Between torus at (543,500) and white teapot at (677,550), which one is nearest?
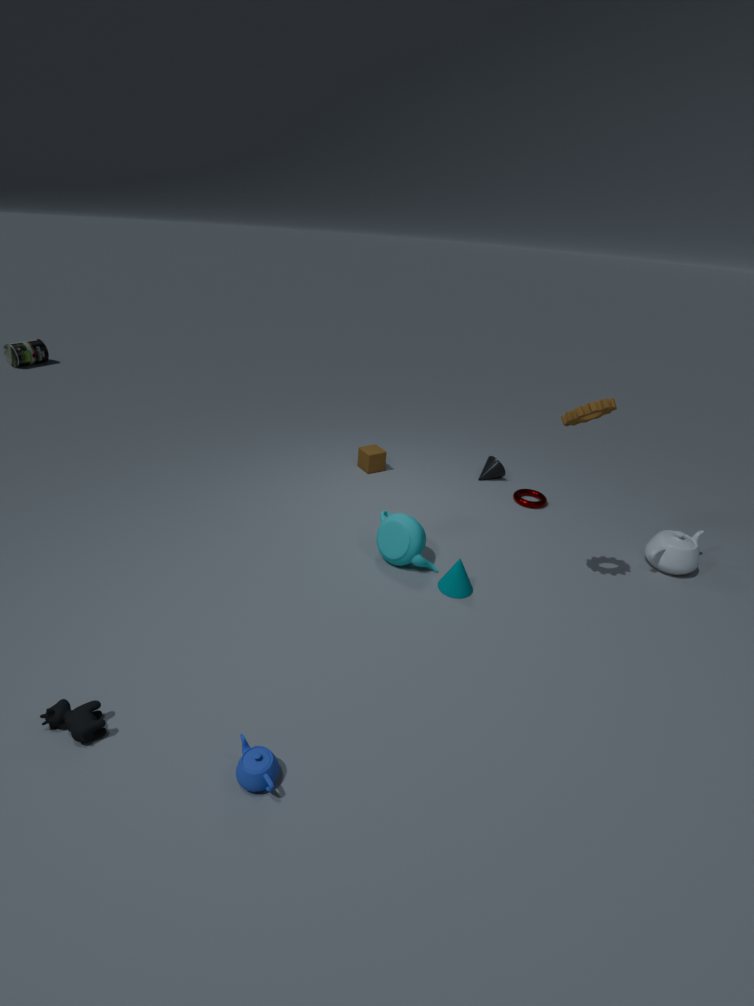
white teapot at (677,550)
